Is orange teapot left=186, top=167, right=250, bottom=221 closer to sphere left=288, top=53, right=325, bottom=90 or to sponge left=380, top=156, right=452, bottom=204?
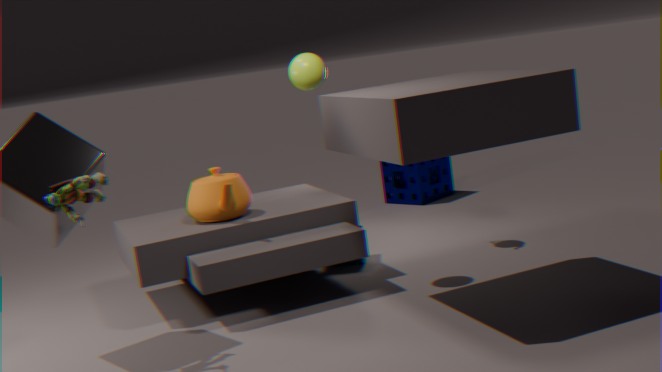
sphere left=288, top=53, right=325, bottom=90
